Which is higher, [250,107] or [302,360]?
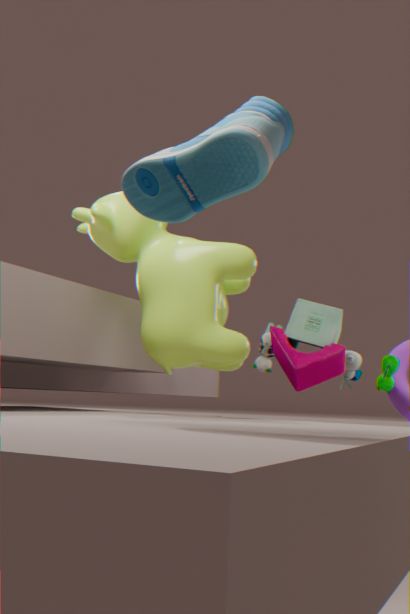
[250,107]
